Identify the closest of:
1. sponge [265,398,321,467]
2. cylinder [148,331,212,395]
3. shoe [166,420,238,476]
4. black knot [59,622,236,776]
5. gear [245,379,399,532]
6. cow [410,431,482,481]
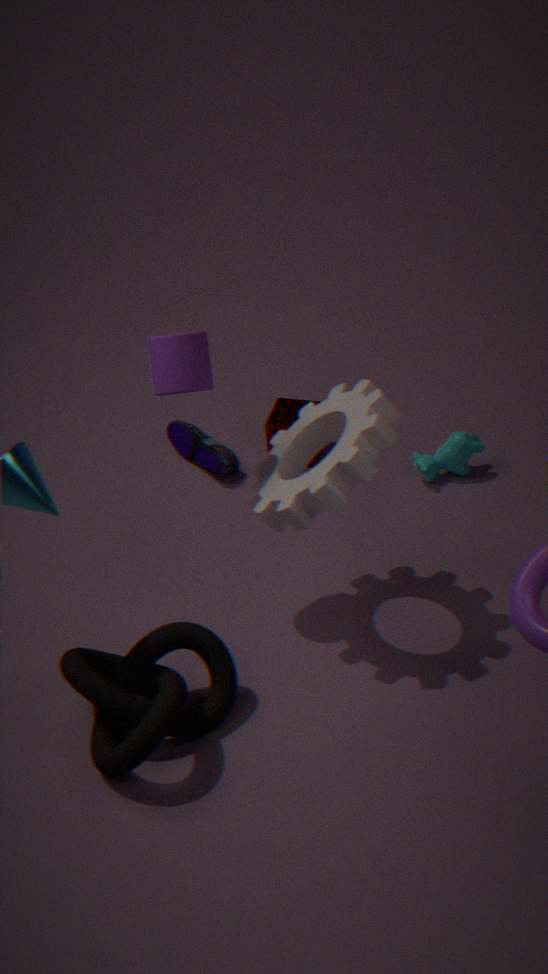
black knot [59,622,236,776]
